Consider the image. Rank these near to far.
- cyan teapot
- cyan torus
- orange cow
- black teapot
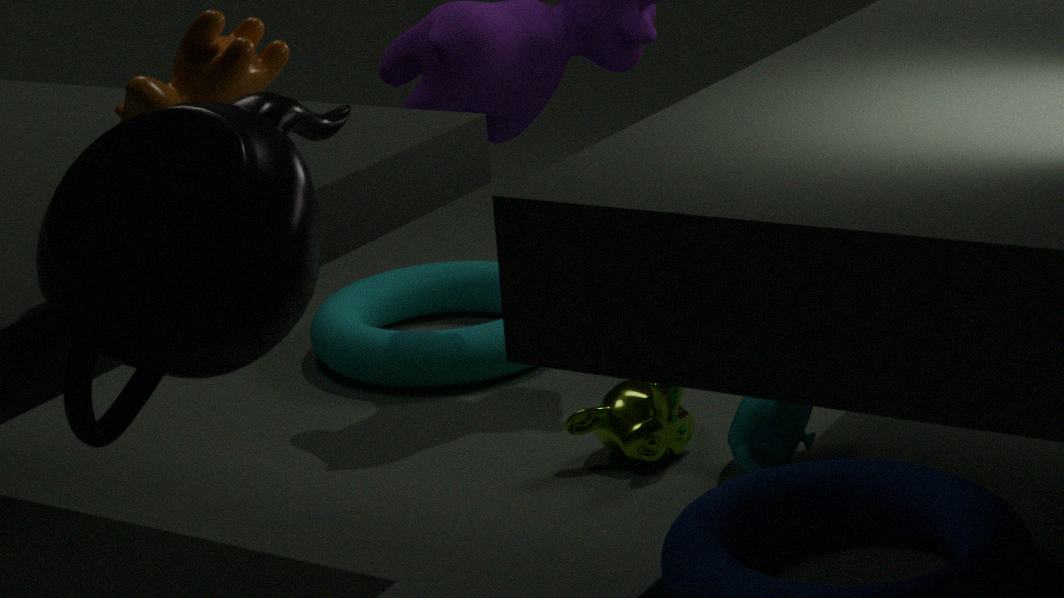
1. black teapot
2. orange cow
3. cyan teapot
4. cyan torus
